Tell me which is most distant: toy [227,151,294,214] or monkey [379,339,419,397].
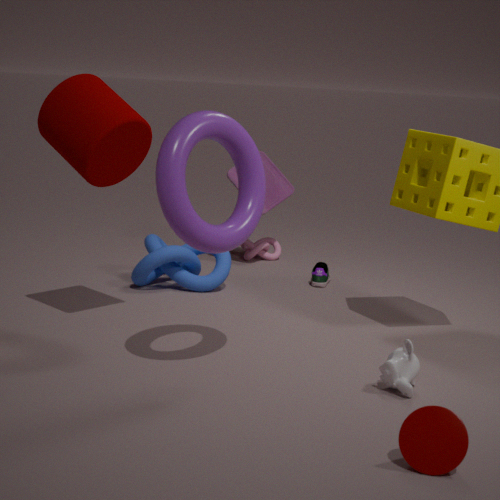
toy [227,151,294,214]
